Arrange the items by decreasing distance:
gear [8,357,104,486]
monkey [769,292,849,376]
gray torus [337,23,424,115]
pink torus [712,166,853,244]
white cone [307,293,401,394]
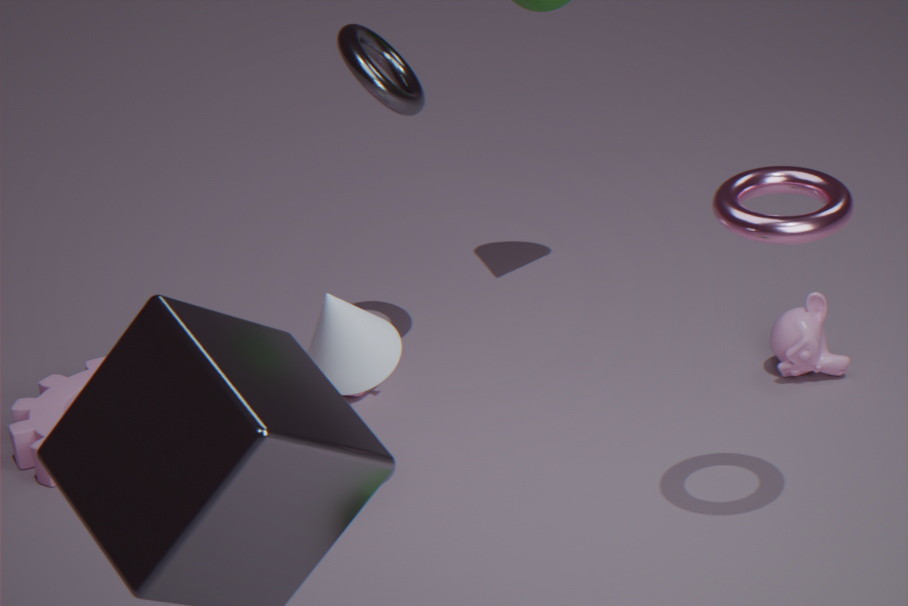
gear [8,357,104,486] → monkey [769,292,849,376] → gray torus [337,23,424,115] → white cone [307,293,401,394] → pink torus [712,166,853,244]
